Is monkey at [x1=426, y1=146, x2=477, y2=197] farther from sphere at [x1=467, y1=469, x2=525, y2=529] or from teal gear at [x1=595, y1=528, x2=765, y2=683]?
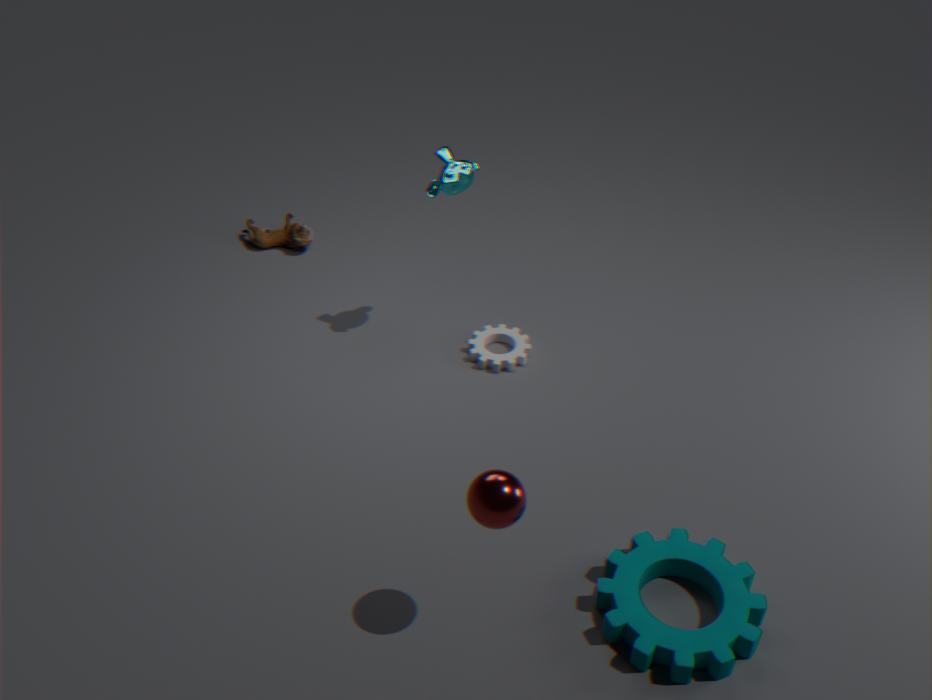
teal gear at [x1=595, y1=528, x2=765, y2=683]
